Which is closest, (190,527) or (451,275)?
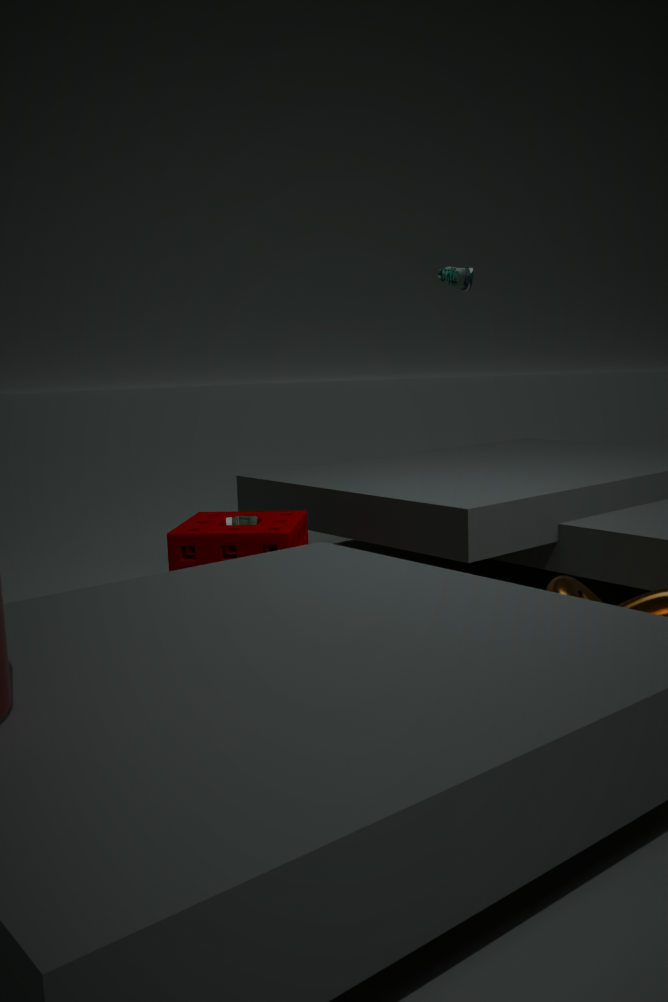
(190,527)
